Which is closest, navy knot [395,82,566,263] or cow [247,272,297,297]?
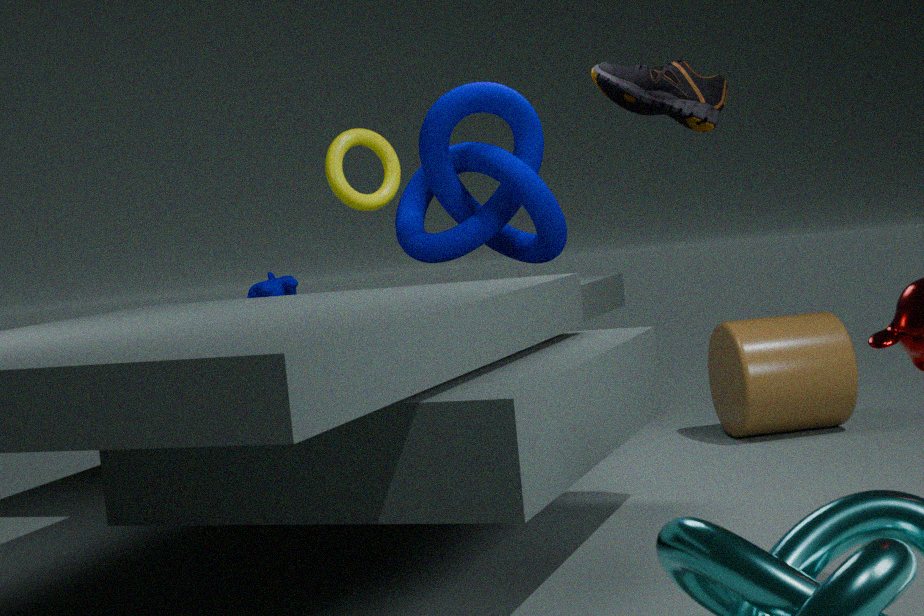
navy knot [395,82,566,263]
